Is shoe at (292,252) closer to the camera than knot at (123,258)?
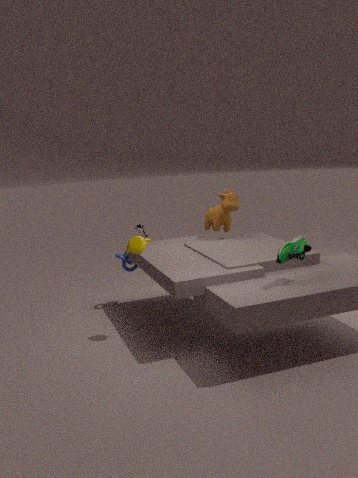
Yes
